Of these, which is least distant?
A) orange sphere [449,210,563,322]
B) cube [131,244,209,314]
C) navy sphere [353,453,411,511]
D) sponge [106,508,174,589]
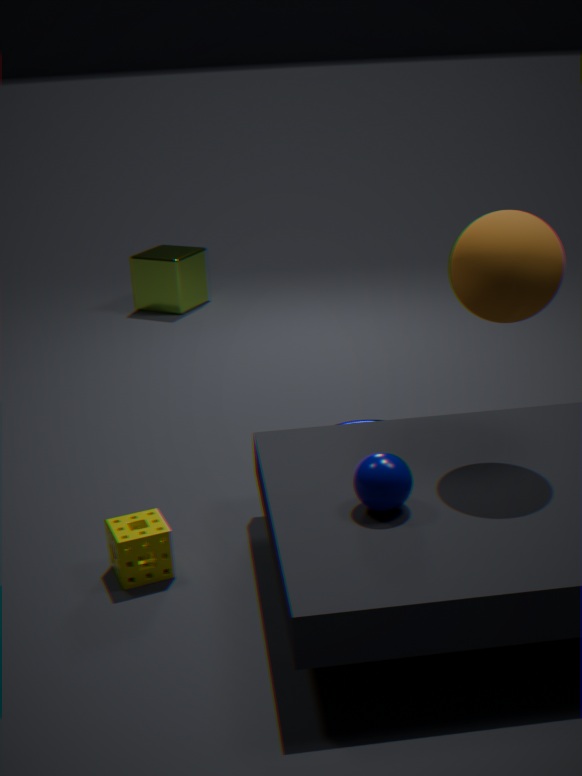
navy sphere [353,453,411,511]
